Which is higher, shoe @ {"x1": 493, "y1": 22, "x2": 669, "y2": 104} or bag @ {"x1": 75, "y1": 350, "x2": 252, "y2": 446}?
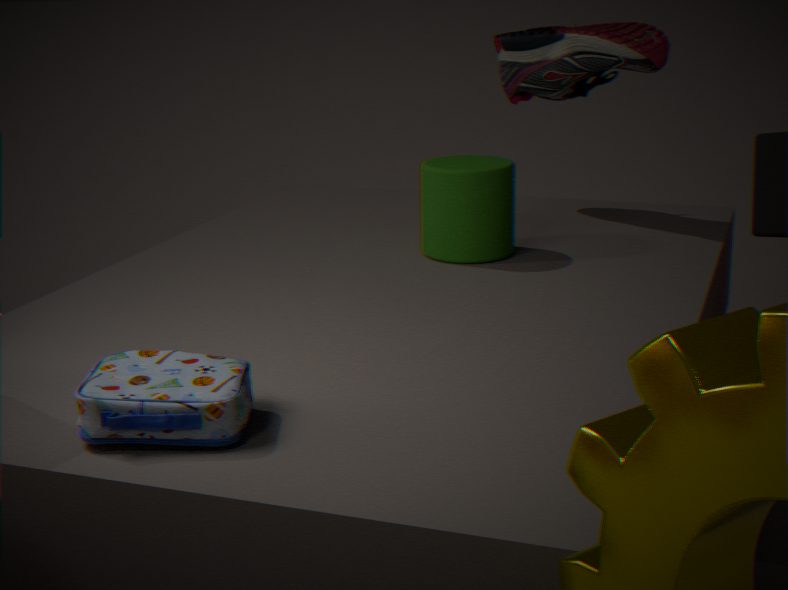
shoe @ {"x1": 493, "y1": 22, "x2": 669, "y2": 104}
